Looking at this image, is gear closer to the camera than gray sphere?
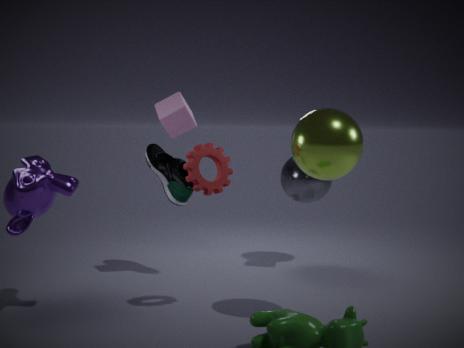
Yes
